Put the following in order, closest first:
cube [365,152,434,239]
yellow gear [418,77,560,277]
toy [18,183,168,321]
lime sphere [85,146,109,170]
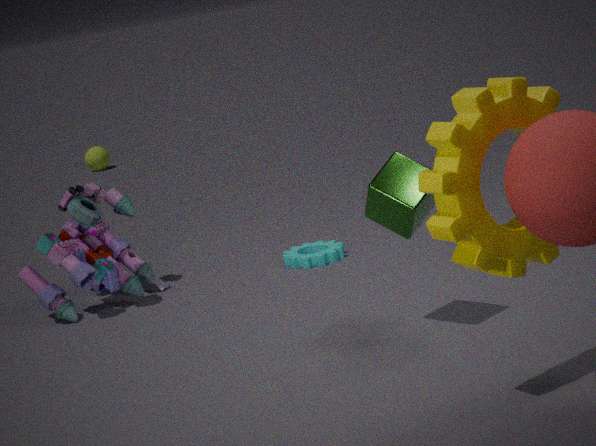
yellow gear [418,77,560,277] < cube [365,152,434,239] < toy [18,183,168,321] < lime sphere [85,146,109,170]
